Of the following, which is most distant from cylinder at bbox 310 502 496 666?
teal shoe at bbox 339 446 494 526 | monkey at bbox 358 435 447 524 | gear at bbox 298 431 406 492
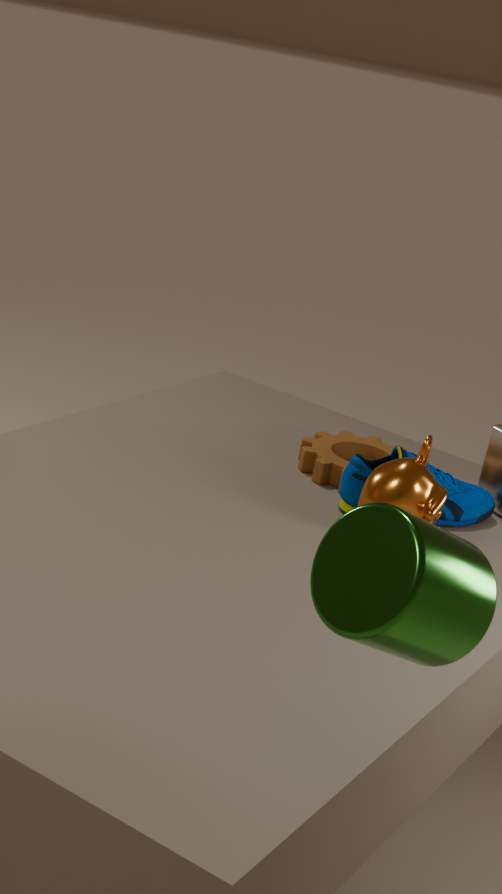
gear at bbox 298 431 406 492
